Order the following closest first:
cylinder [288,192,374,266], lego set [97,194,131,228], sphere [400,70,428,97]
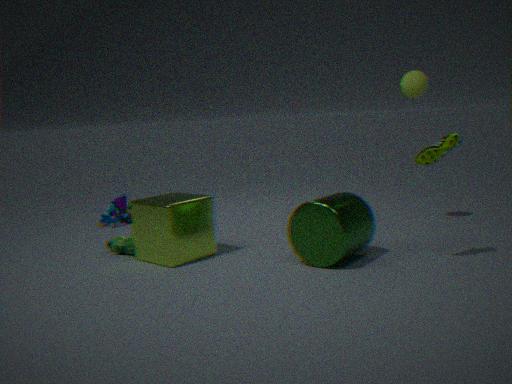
1. cylinder [288,192,374,266]
2. sphere [400,70,428,97]
3. lego set [97,194,131,228]
